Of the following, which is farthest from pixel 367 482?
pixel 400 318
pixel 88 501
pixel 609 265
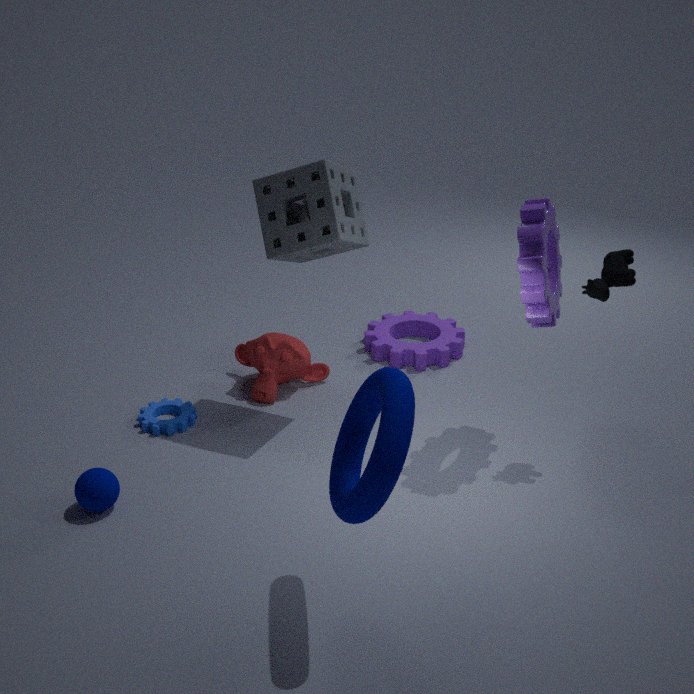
pixel 400 318
